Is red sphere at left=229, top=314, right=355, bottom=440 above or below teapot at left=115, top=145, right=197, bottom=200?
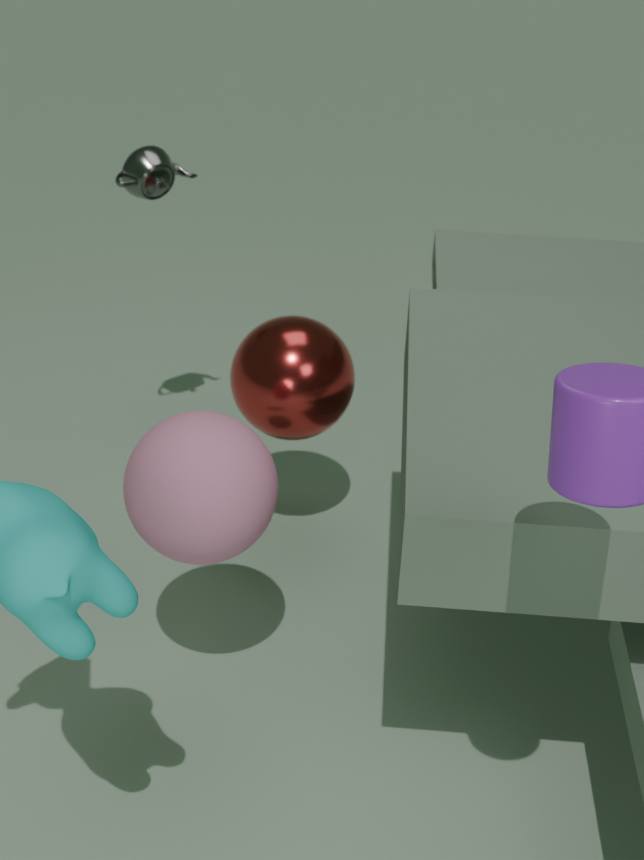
below
